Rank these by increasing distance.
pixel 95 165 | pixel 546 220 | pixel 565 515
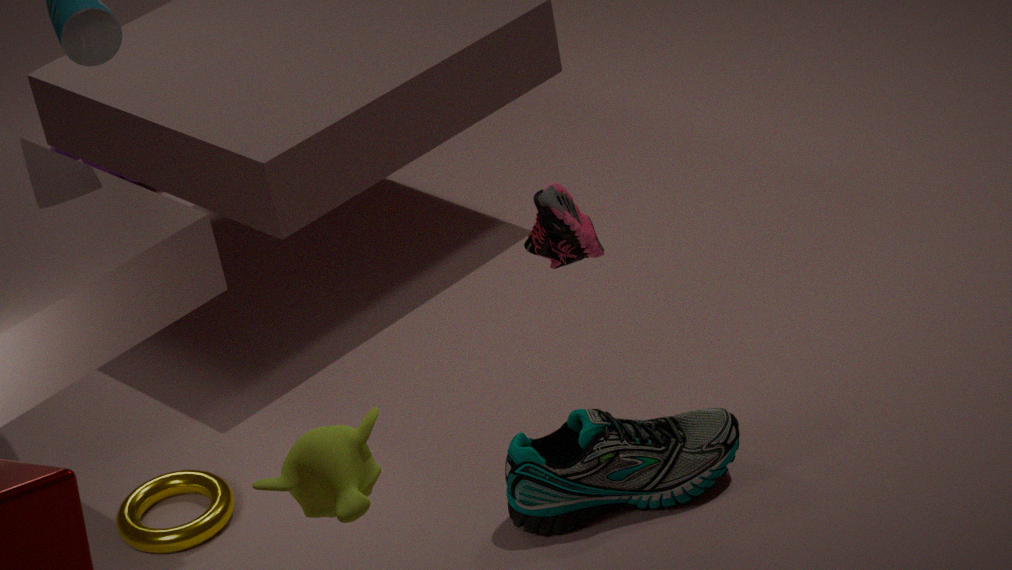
pixel 546 220 < pixel 565 515 < pixel 95 165
